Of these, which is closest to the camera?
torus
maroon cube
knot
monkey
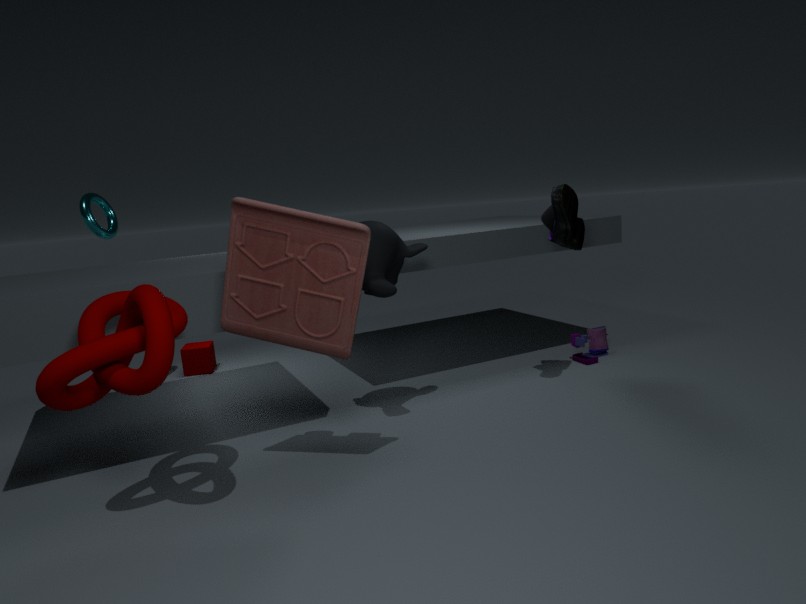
knot
